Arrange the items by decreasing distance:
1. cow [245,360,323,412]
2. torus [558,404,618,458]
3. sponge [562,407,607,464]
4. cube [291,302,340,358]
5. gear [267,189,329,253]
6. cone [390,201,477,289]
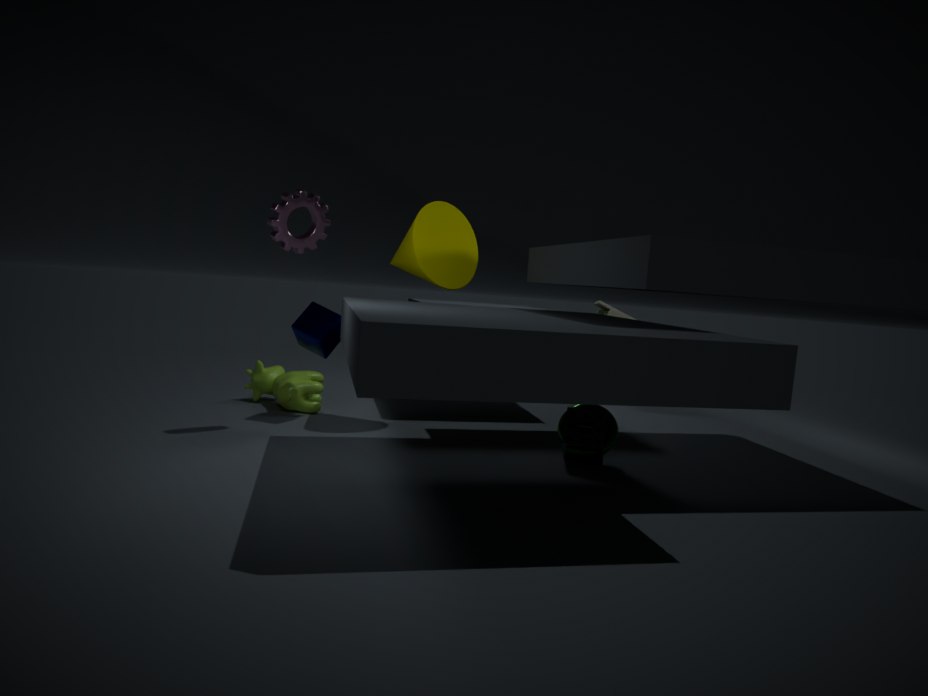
1. cow [245,360,323,412]
2. cube [291,302,340,358]
3. cone [390,201,477,289]
4. torus [558,404,618,458]
5. sponge [562,407,607,464]
6. gear [267,189,329,253]
